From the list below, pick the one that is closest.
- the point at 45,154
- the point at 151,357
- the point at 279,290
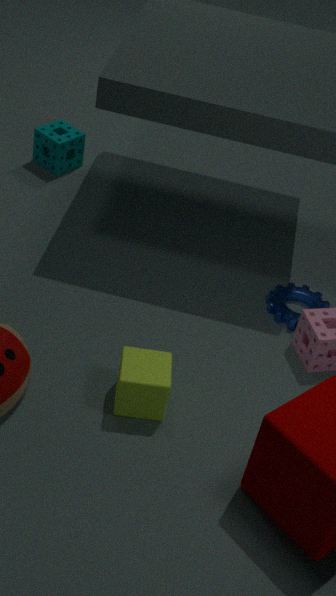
the point at 151,357
